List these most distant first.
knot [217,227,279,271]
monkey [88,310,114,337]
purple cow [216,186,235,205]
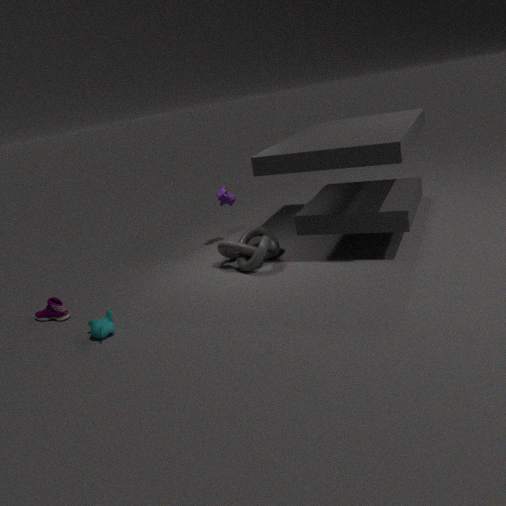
purple cow [216,186,235,205] < knot [217,227,279,271] < monkey [88,310,114,337]
